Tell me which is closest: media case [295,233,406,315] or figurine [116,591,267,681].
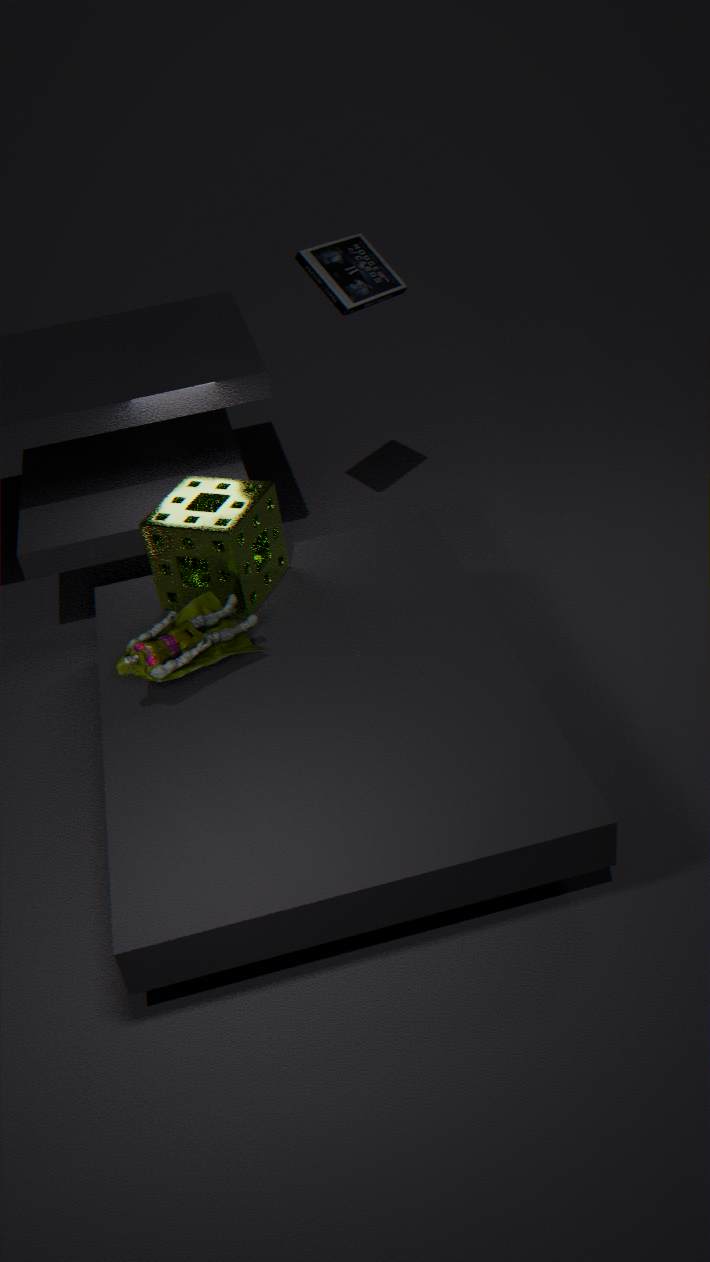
figurine [116,591,267,681]
